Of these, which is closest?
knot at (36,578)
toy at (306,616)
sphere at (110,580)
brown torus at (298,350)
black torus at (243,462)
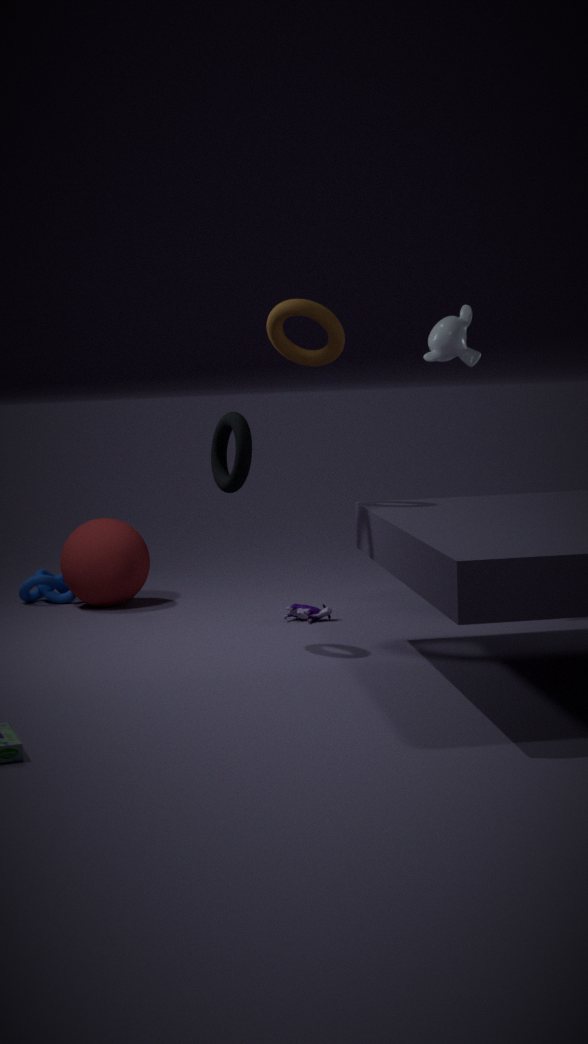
black torus at (243,462)
